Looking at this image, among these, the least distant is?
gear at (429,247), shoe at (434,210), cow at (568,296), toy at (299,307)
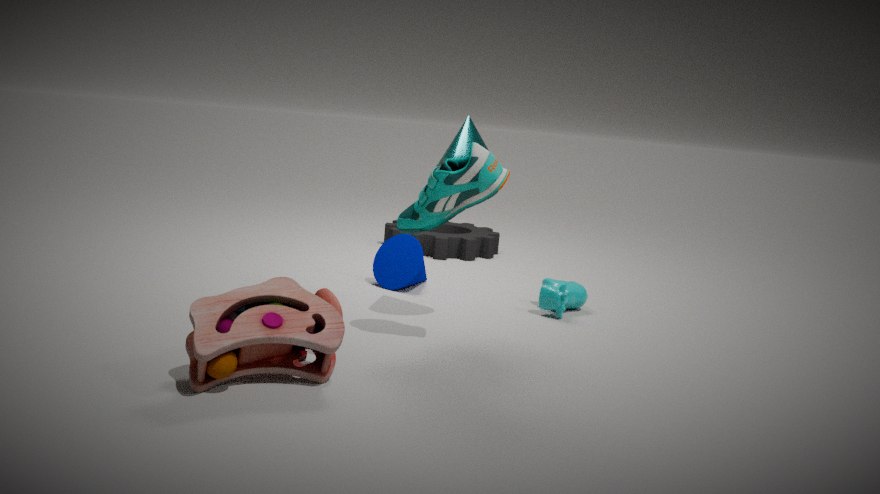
toy at (299,307)
